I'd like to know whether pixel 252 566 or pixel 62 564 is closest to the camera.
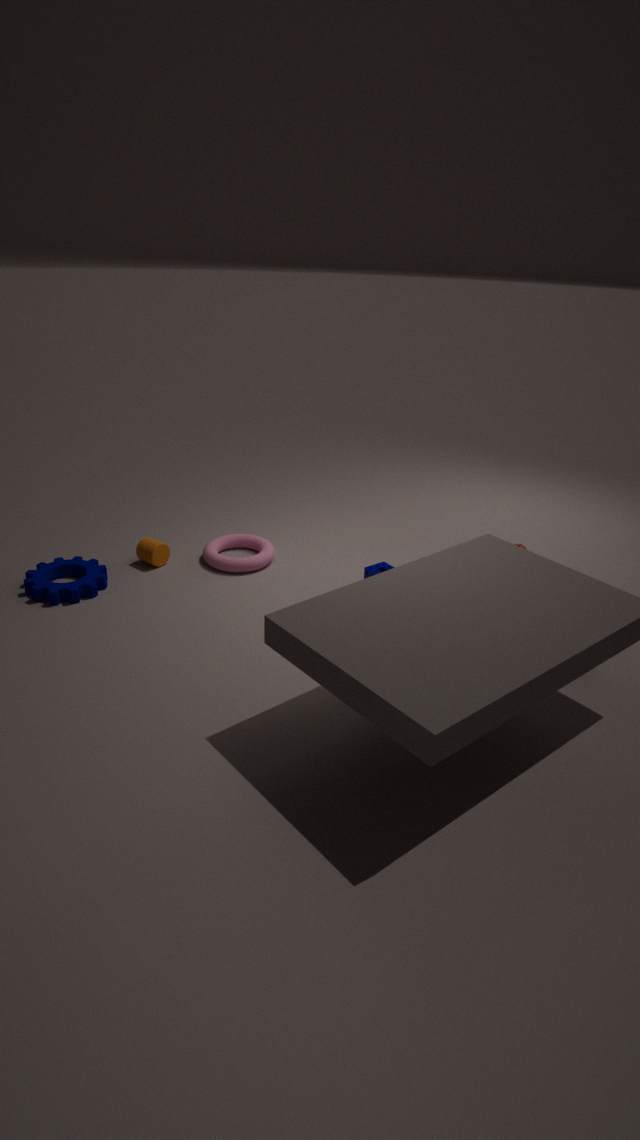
pixel 62 564
